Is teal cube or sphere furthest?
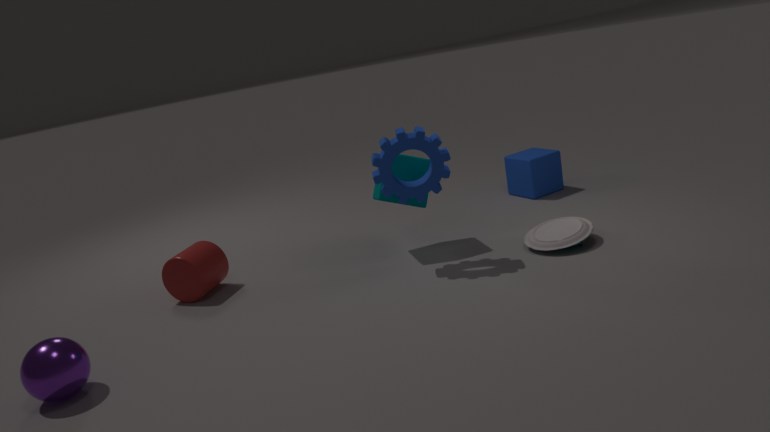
teal cube
